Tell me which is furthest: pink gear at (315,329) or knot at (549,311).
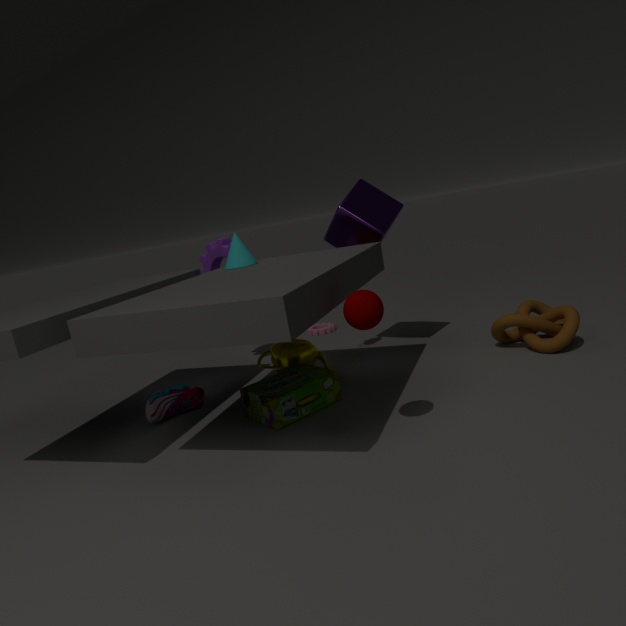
pink gear at (315,329)
